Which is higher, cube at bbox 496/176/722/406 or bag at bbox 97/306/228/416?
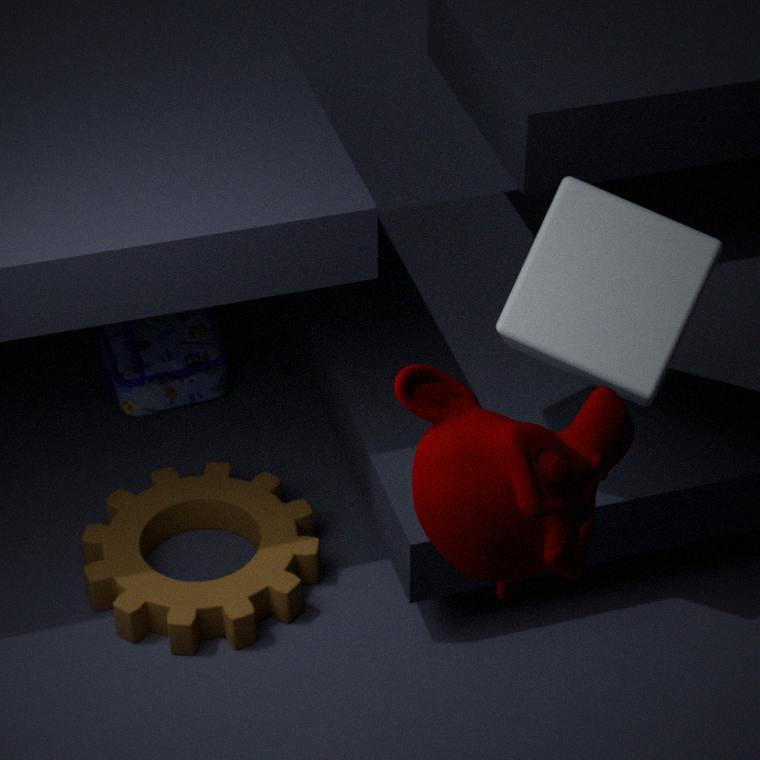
cube at bbox 496/176/722/406
